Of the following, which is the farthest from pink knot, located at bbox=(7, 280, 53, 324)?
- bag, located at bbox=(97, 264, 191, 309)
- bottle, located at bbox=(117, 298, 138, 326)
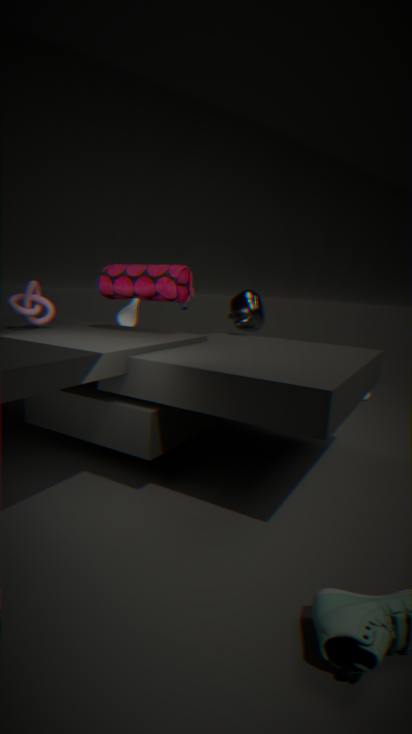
bottle, located at bbox=(117, 298, 138, 326)
